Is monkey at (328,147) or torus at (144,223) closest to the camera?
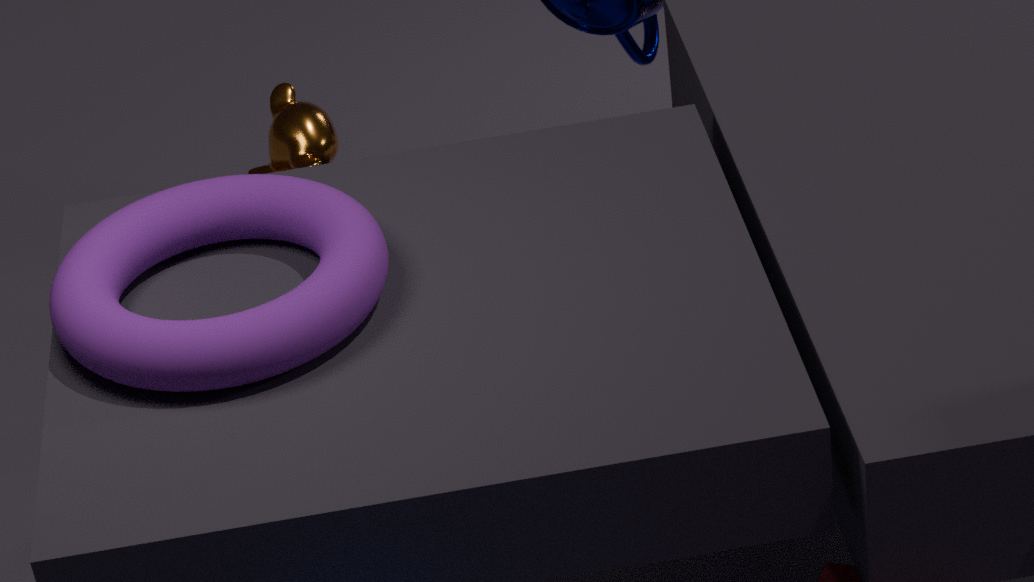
torus at (144,223)
